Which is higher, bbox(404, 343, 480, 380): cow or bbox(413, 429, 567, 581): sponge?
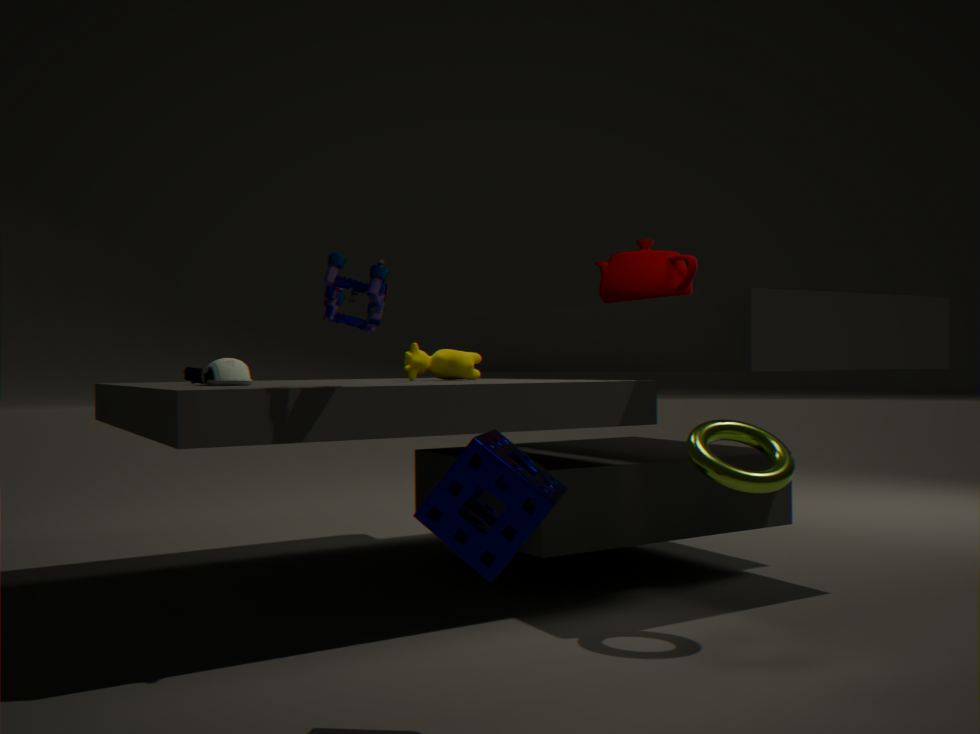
bbox(404, 343, 480, 380): cow
